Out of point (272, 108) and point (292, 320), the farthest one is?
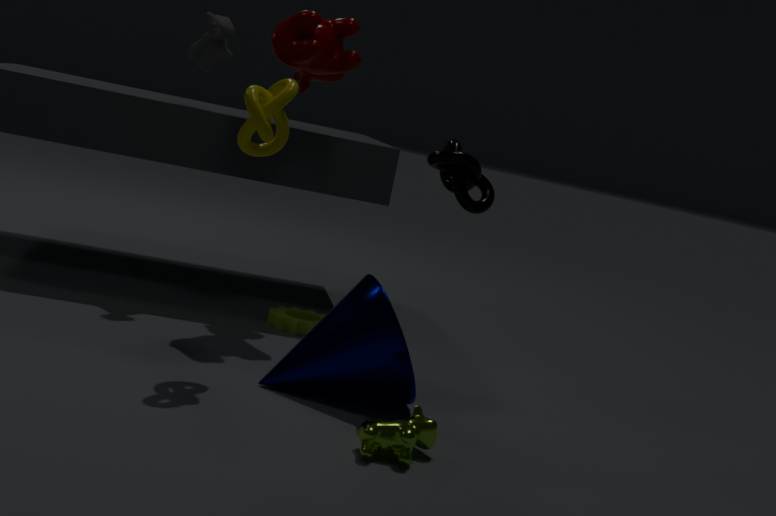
point (292, 320)
